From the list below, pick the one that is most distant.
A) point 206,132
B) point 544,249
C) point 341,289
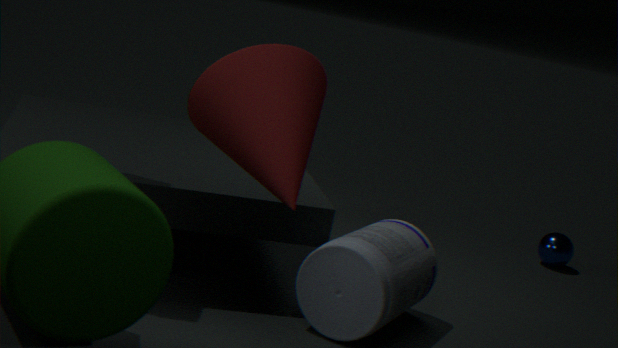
point 544,249
